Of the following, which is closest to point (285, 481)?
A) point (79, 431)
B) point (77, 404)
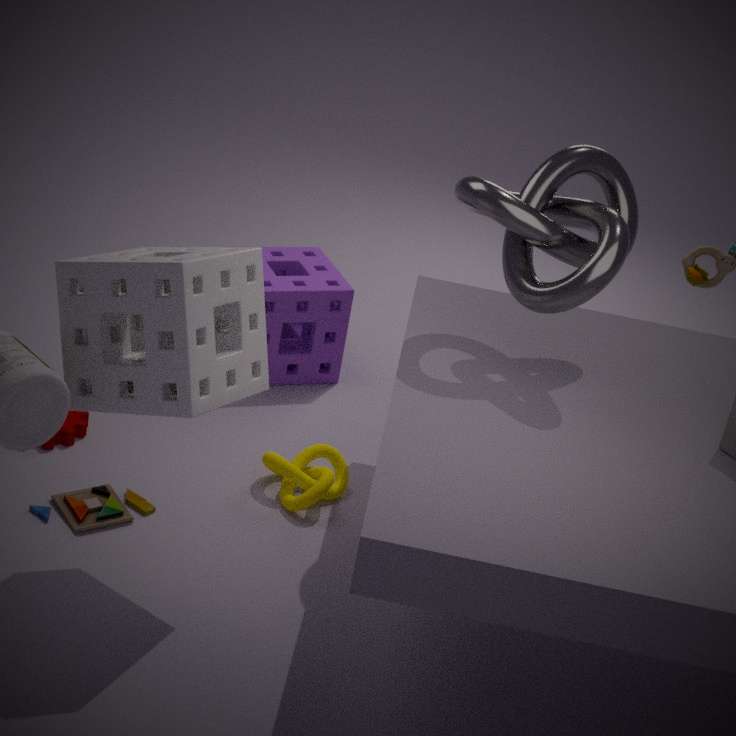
point (79, 431)
